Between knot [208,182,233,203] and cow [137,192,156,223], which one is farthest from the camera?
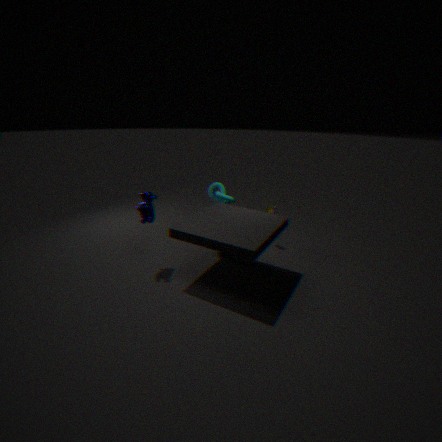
knot [208,182,233,203]
